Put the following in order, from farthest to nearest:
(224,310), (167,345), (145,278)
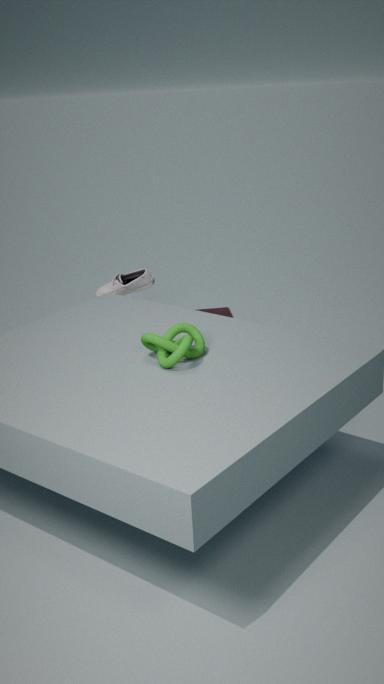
(145,278) < (224,310) < (167,345)
